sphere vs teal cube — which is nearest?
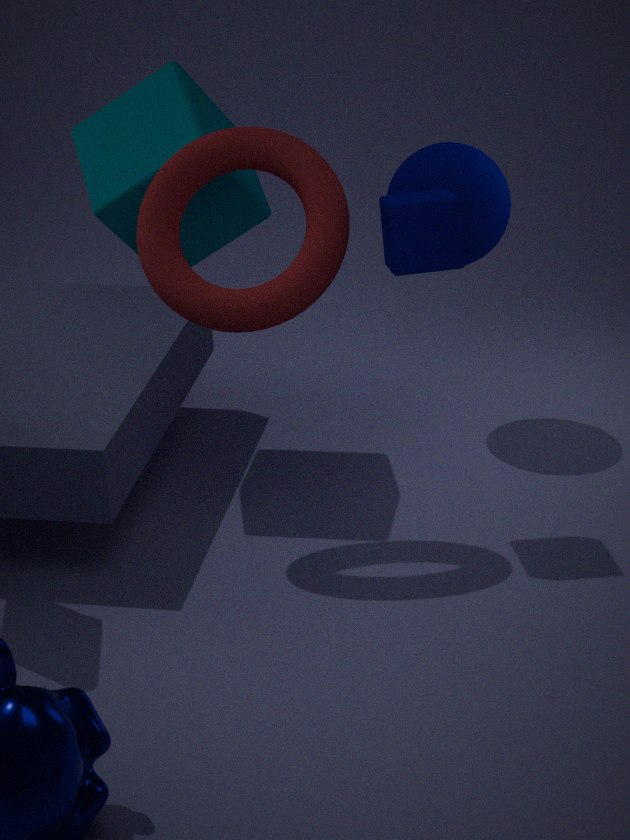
teal cube
